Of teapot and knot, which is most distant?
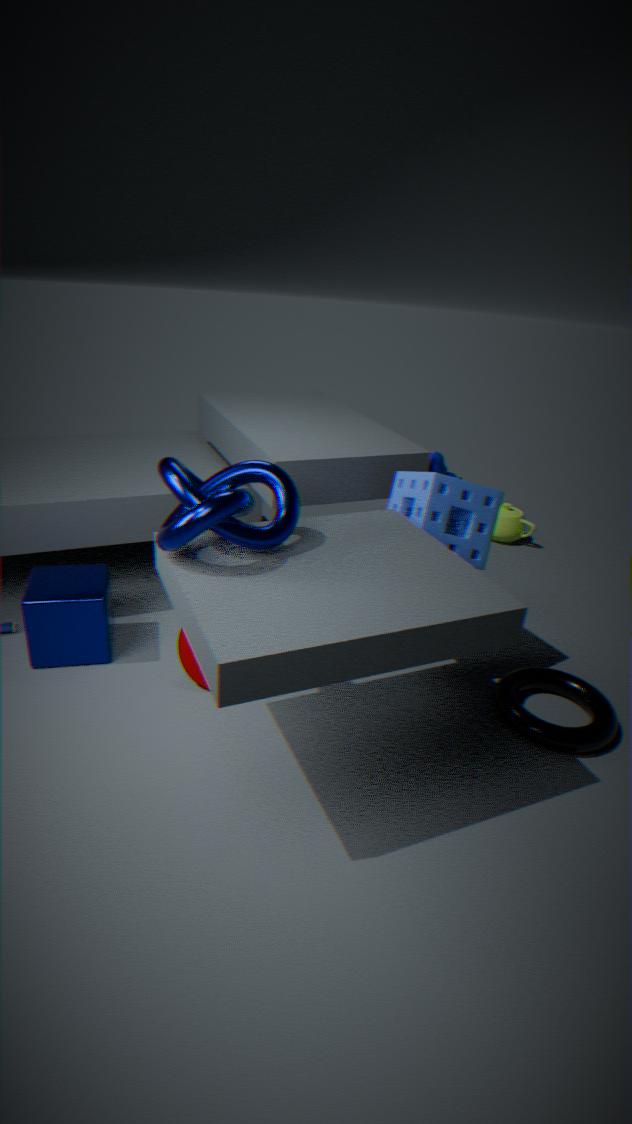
teapot
